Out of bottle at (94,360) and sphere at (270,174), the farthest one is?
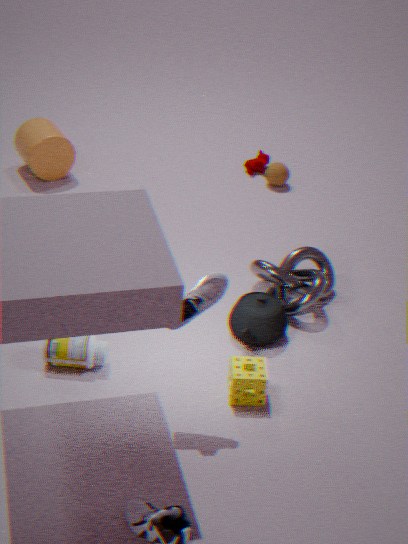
sphere at (270,174)
